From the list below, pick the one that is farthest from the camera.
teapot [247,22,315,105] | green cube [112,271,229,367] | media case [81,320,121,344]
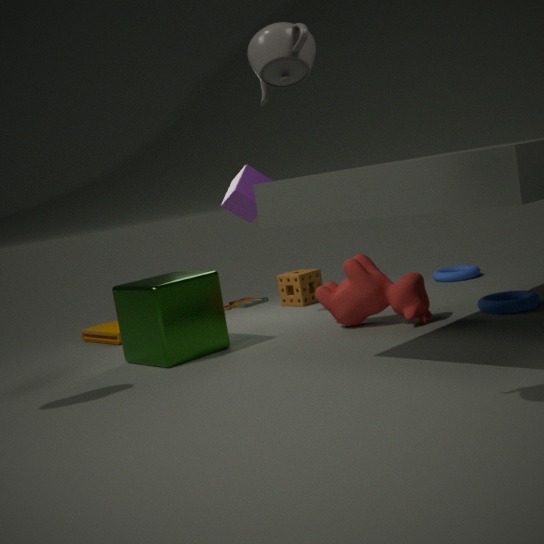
media case [81,320,121,344]
